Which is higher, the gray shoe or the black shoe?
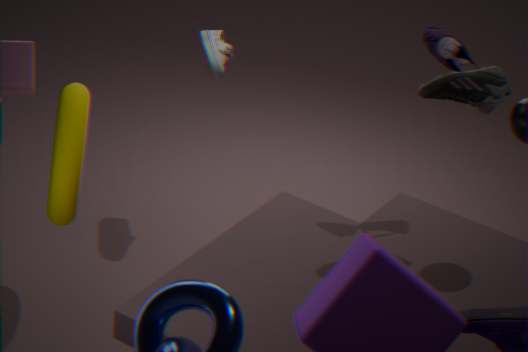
the black shoe
